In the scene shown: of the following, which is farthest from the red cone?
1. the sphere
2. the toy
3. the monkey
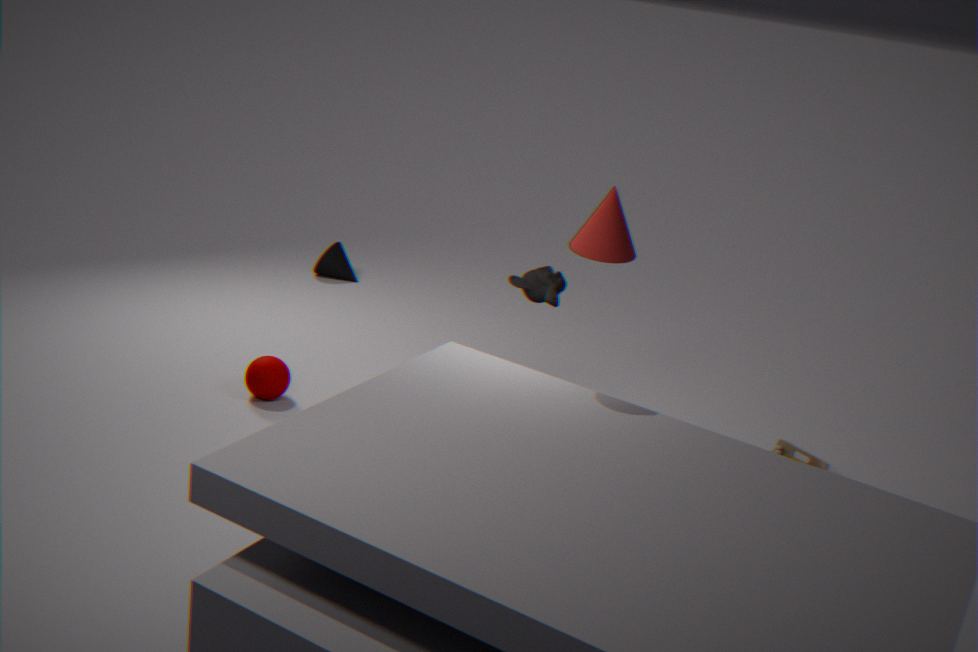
the sphere
